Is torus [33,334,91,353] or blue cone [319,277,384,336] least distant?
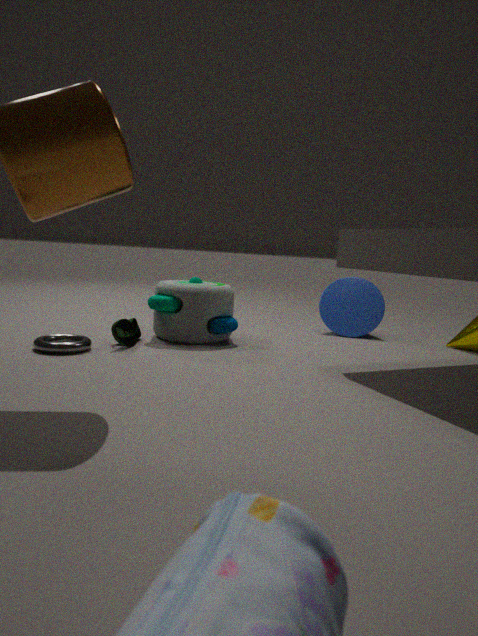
torus [33,334,91,353]
